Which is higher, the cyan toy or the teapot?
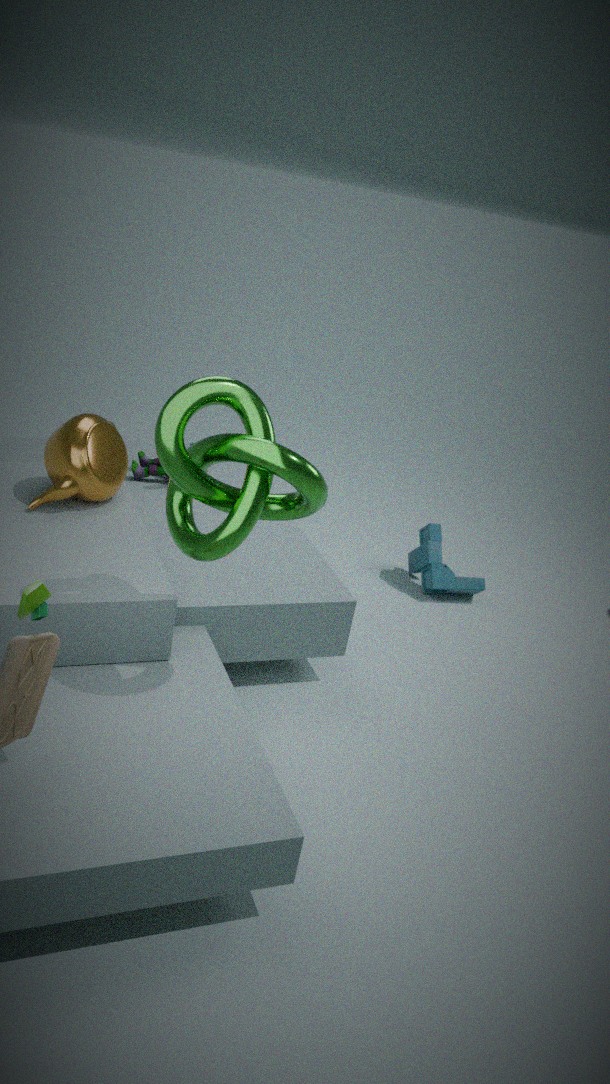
the teapot
